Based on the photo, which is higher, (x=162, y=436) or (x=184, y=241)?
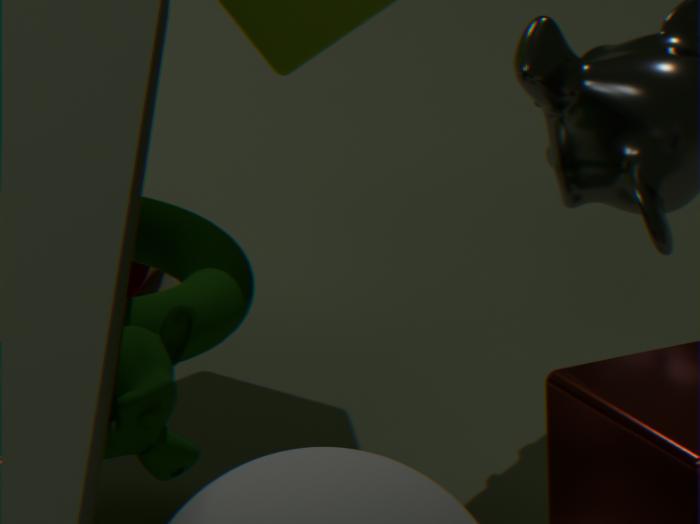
(x=162, y=436)
